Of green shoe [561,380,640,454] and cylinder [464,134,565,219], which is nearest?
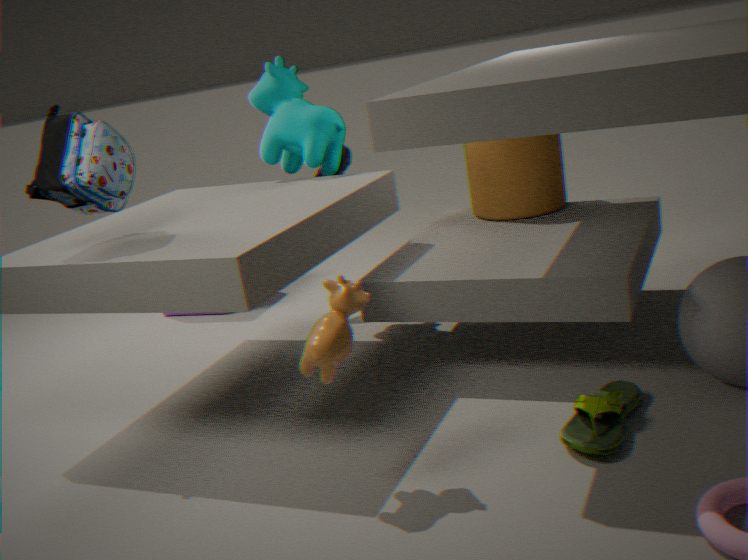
green shoe [561,380,640,454]
